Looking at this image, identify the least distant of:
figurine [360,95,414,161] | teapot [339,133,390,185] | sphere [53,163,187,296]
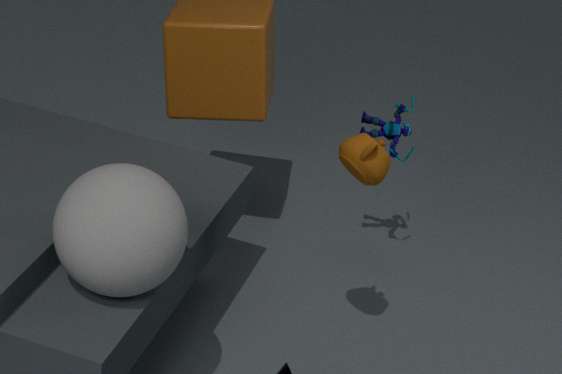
sphere [53,163,187,296]
